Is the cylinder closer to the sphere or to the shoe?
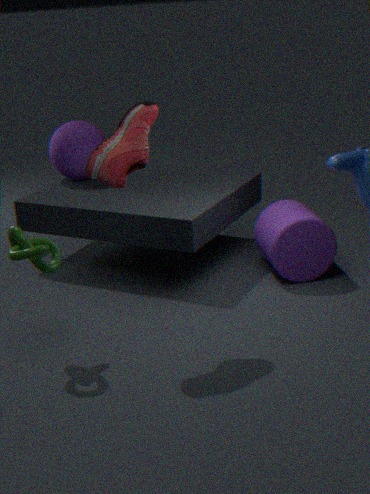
the shoe
